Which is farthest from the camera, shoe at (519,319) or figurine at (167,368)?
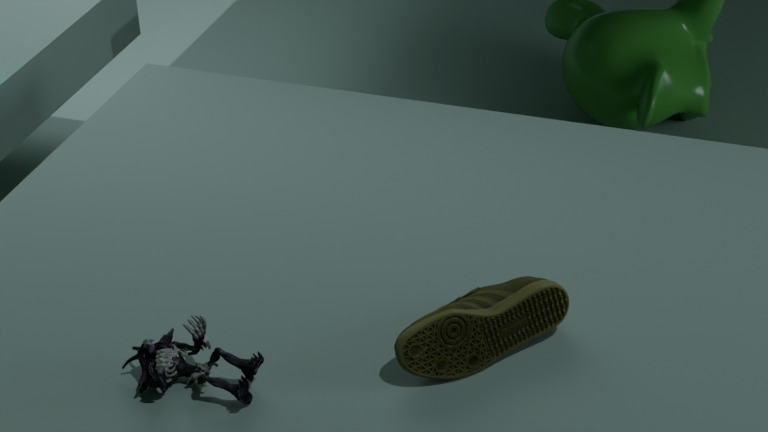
shoe at (519,319)
